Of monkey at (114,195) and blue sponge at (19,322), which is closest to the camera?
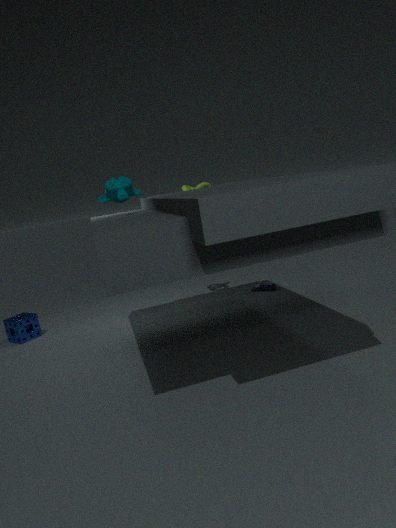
monkey at (114,195)
